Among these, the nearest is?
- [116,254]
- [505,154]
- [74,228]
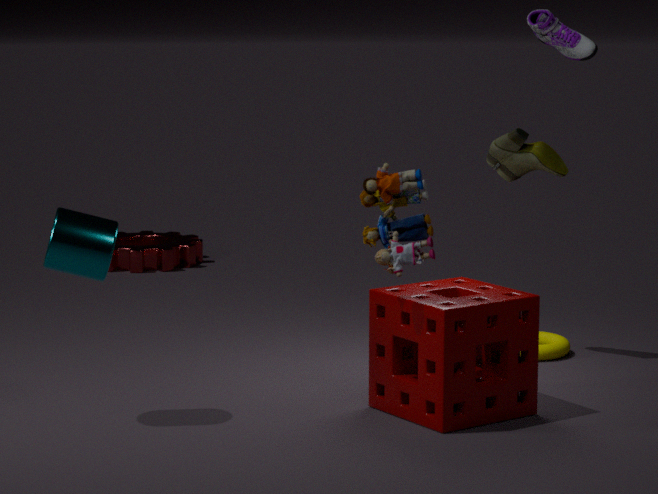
[74,228]
